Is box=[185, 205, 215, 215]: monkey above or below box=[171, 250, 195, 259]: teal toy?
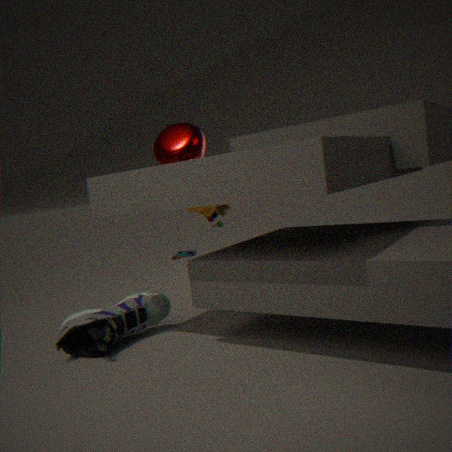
above
